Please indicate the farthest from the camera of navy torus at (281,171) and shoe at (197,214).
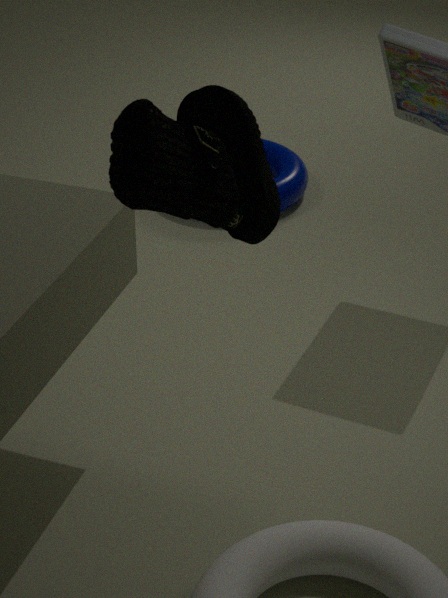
navy torus at (281,171)
